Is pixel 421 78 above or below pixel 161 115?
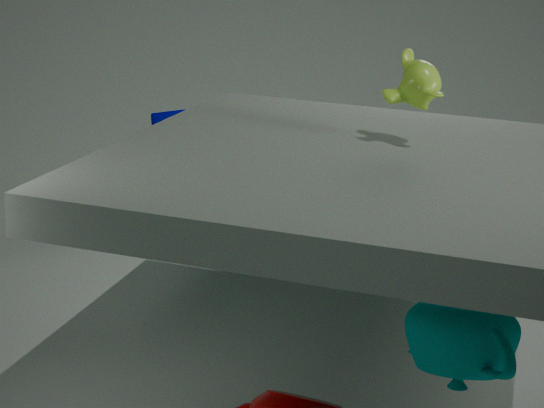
above
